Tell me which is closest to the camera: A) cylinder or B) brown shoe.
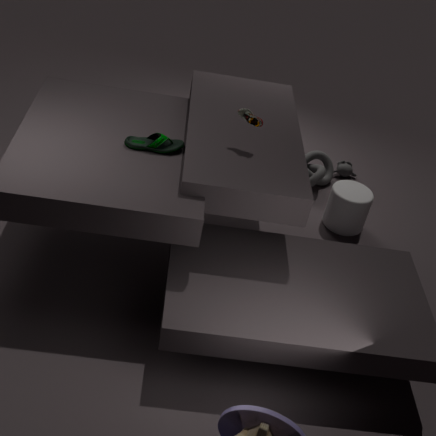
B. brown shoe
